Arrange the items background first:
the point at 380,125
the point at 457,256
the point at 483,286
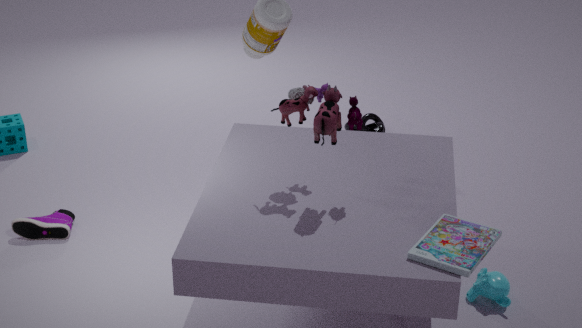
the point at 380,125 < the point at 483,286 < the point at 457,256
